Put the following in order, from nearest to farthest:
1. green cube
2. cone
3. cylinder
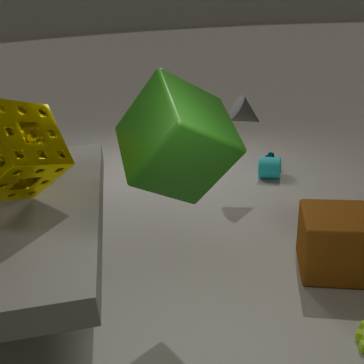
green cube → cone → cylinder
